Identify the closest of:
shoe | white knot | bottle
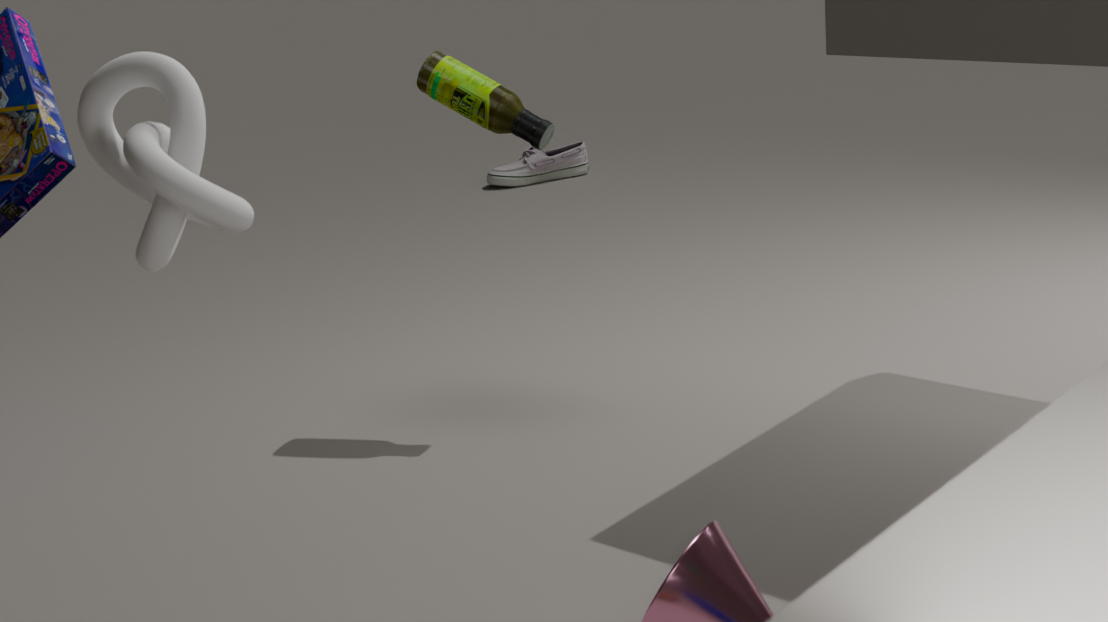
white knot
